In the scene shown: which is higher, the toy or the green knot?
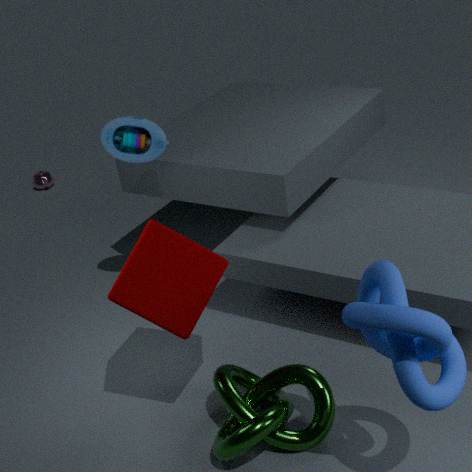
the toy
